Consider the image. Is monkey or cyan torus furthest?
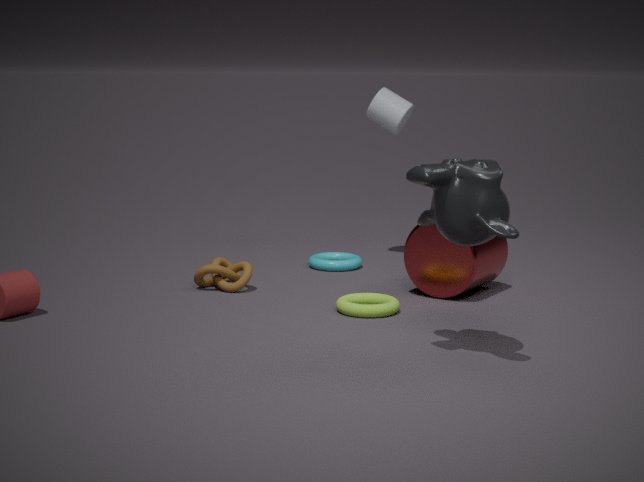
cyan torus
